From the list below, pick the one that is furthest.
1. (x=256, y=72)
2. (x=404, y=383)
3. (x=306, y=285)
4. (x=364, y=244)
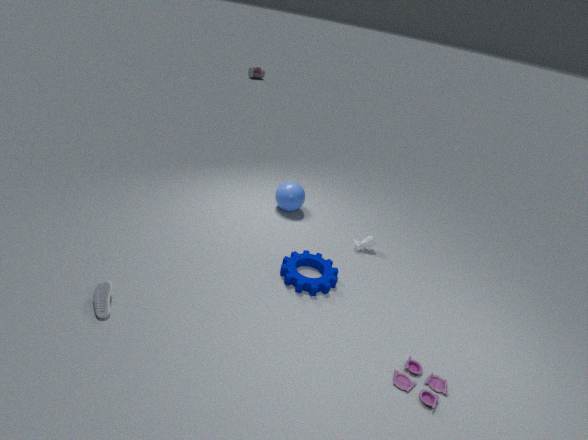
(x=256, y=72)
